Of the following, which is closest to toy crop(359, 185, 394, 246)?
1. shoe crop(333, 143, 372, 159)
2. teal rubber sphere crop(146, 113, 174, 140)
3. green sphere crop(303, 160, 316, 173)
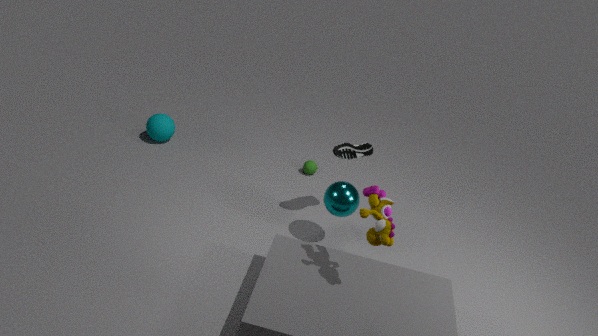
shoe crop(333, 143, 372, 159)
